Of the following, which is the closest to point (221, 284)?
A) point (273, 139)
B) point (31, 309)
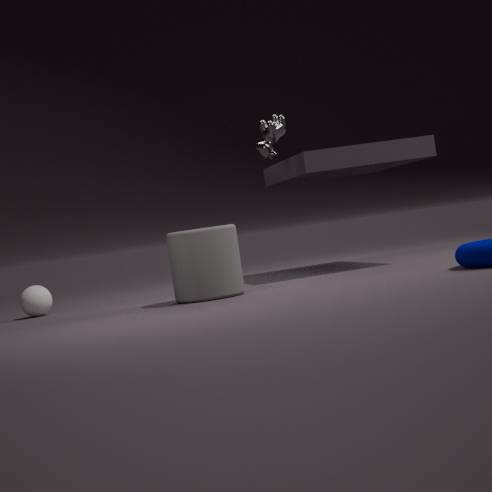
point (273, 139)
